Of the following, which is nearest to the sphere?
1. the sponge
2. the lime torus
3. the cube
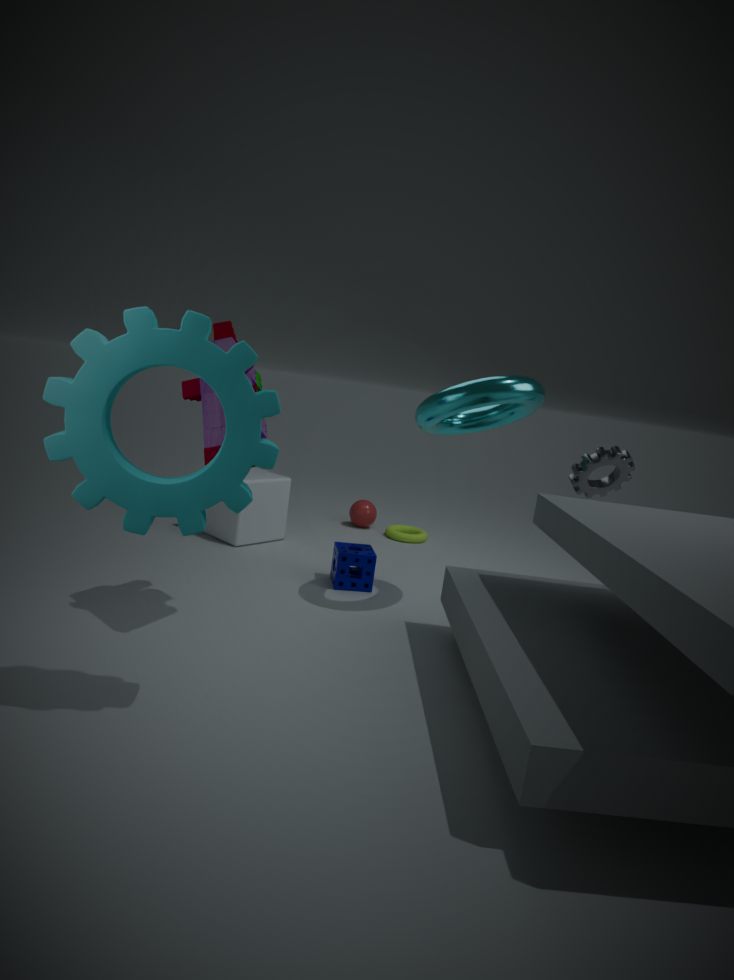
the lime torus
